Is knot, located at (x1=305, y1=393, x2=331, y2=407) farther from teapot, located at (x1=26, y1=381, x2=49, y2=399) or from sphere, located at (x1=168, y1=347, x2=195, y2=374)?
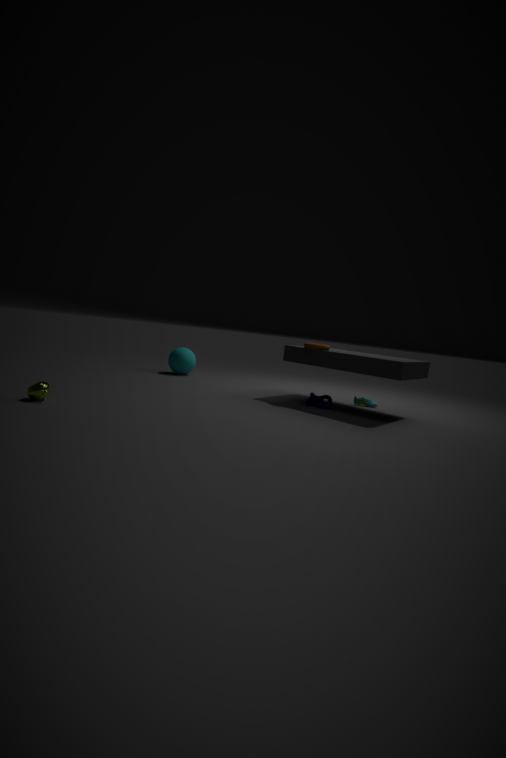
teapot, located at (x1=26, y1=381, x2=49, y2=399)
